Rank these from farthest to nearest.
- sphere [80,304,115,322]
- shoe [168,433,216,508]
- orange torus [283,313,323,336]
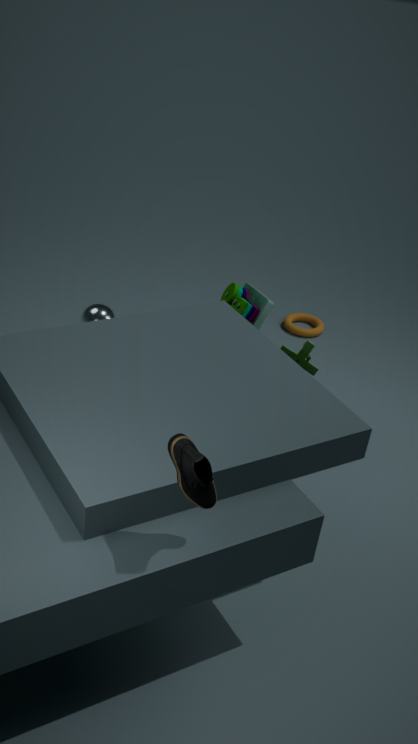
orange torus [283,313,323,336], sphere [80,304,115,322], shoe [168,433,216,508]
